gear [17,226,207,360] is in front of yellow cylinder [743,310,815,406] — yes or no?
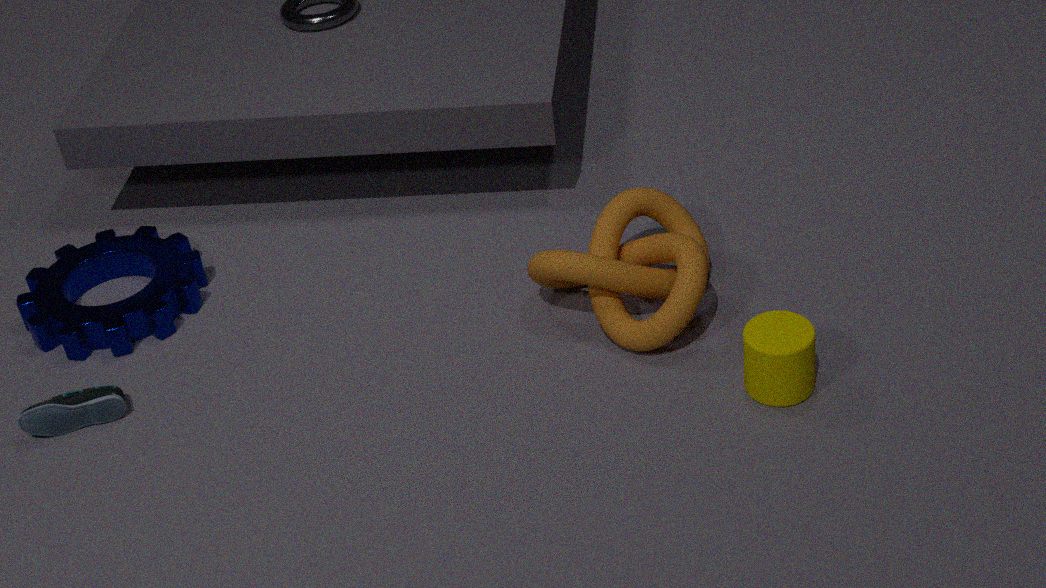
No
